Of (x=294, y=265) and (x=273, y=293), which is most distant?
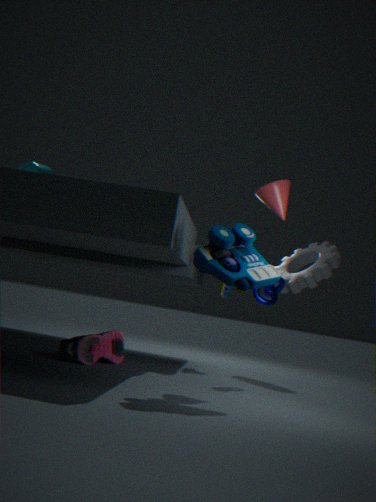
(x=294, y=265)
